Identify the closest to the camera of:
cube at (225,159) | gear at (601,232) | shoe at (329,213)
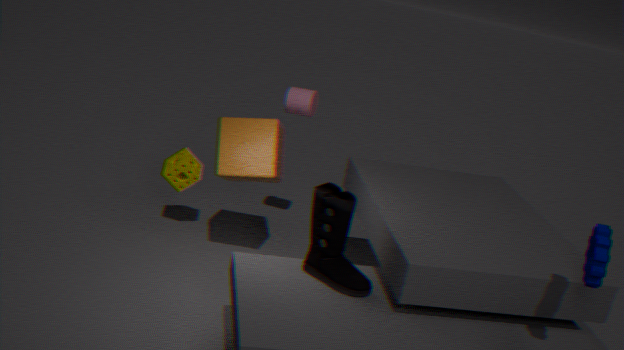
gear at (601,232)
